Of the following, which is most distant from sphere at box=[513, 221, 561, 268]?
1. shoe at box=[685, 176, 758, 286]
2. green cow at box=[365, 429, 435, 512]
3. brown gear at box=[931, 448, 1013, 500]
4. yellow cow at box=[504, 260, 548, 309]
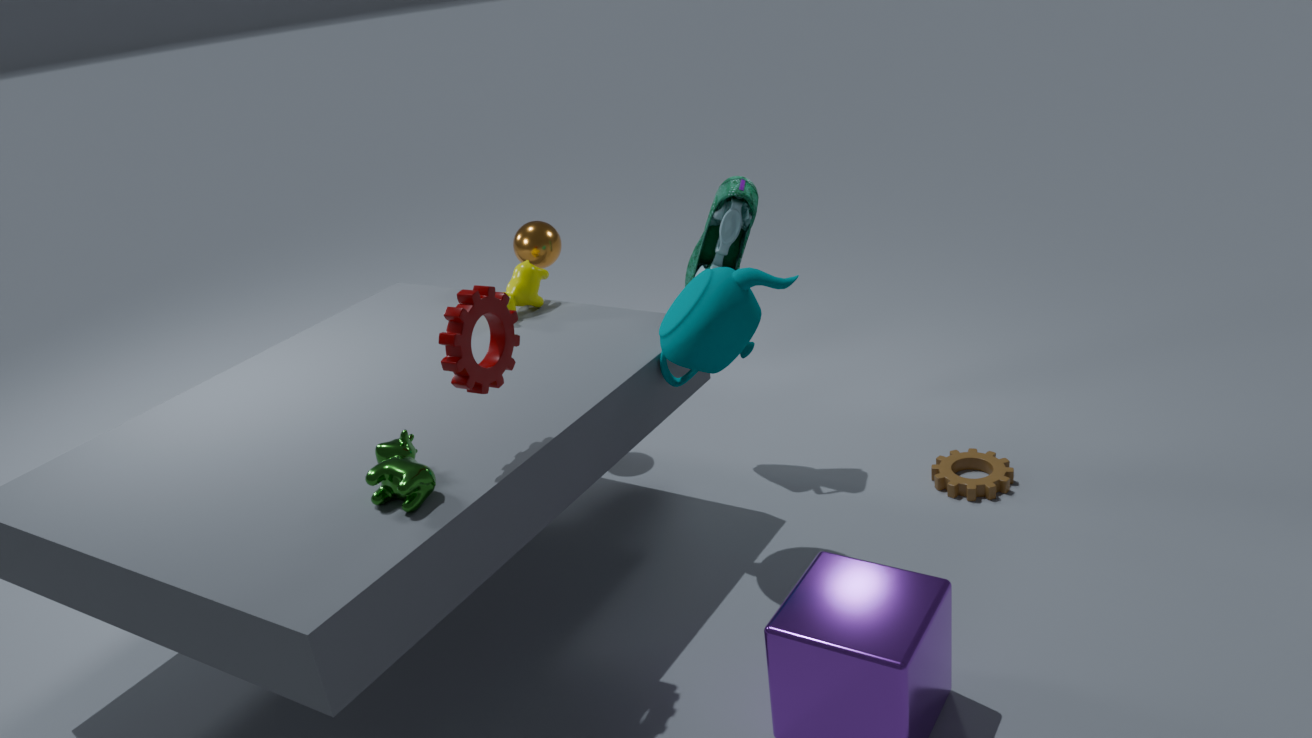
brown gear at box=[931, 448, 1013, 500]
